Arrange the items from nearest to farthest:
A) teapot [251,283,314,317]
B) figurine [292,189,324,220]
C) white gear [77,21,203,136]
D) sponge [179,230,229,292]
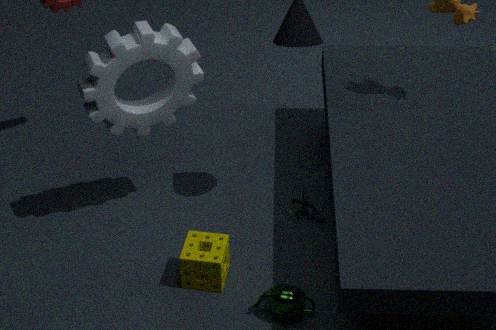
teapot [251,283,314,317]
white gear [77,21,203,136]
sponge [179,230,229,292]
figurine [292,189,324,220]
